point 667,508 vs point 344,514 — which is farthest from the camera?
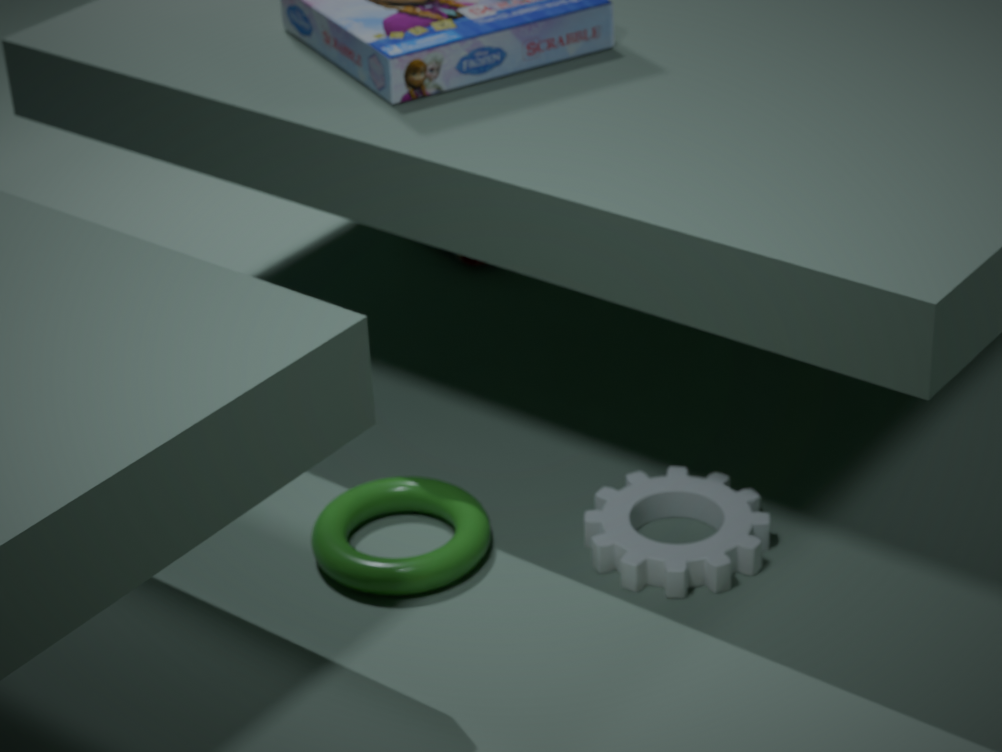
point 667,508
